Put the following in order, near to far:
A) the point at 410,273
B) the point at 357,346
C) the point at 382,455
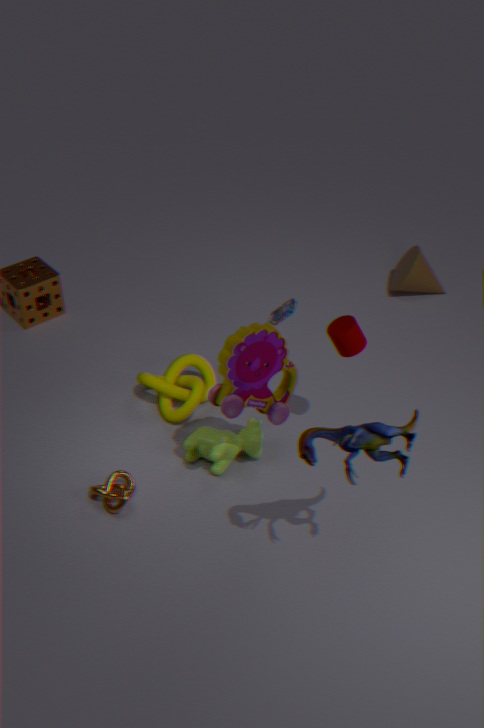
the point at 382,455
the point at 357,346
the point at 410,273
